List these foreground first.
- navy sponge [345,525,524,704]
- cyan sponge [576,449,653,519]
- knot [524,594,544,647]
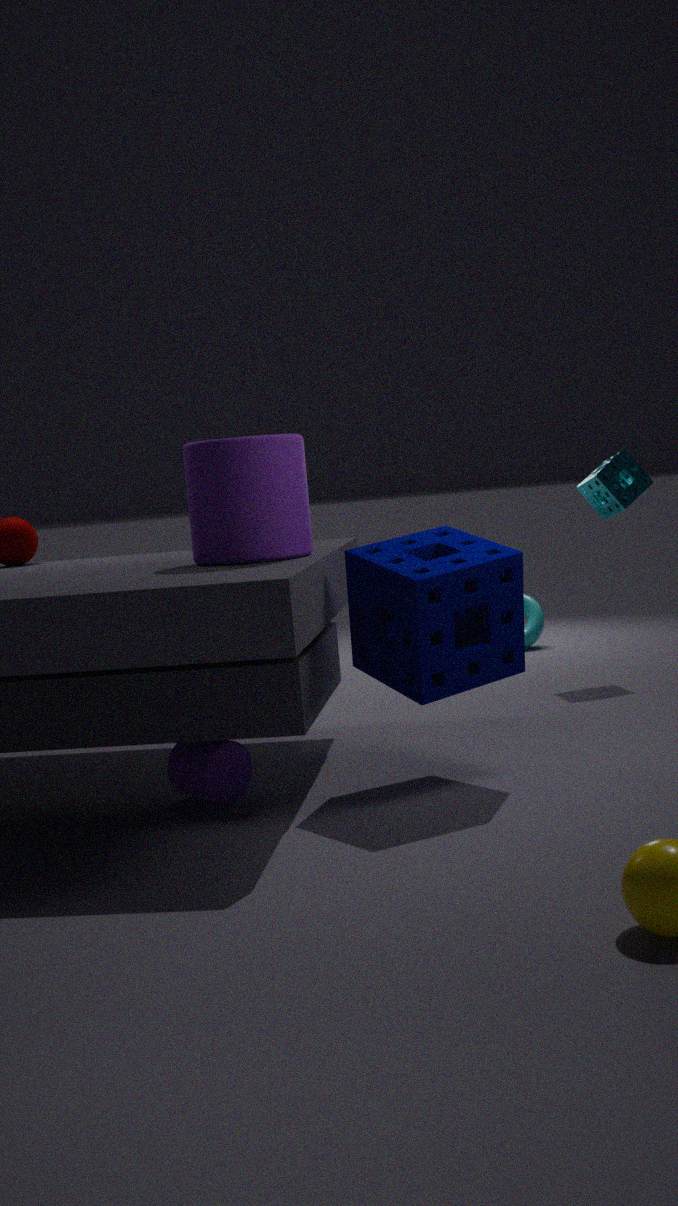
navy sponge [345,525,524,704] < cyan sponge [576,449,653,519] < knot [524,594,544,647]
